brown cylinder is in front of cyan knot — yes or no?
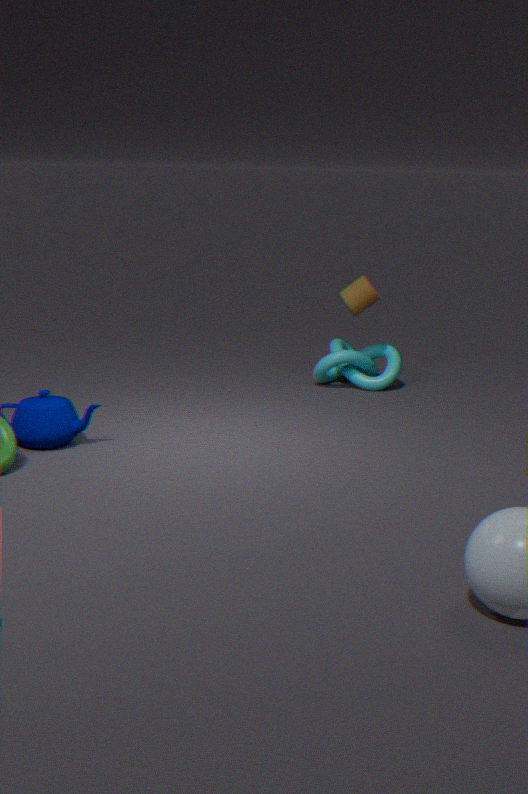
Yes
